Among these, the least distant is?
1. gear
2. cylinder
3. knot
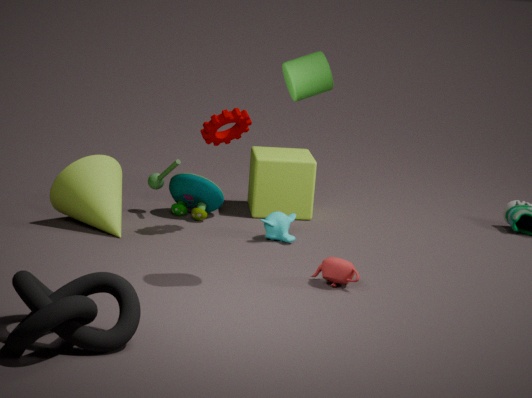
knot
